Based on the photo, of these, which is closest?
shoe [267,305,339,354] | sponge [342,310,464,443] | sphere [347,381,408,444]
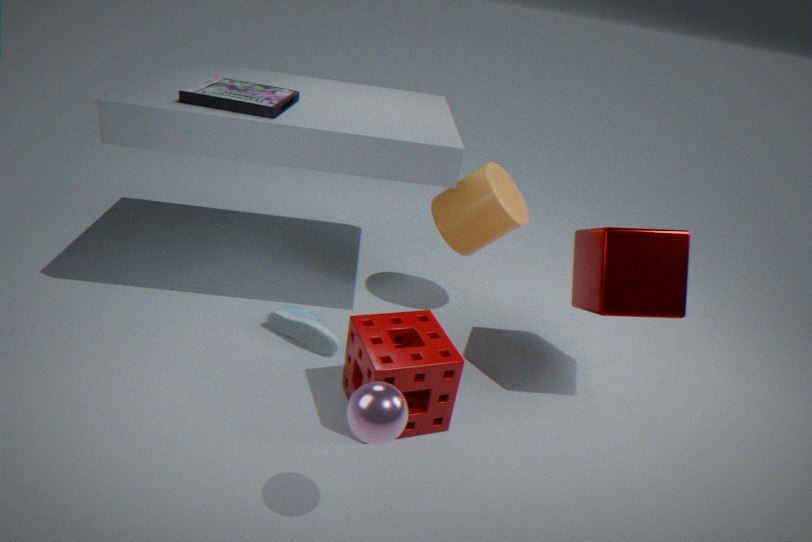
sphere [347,381,408,444]
